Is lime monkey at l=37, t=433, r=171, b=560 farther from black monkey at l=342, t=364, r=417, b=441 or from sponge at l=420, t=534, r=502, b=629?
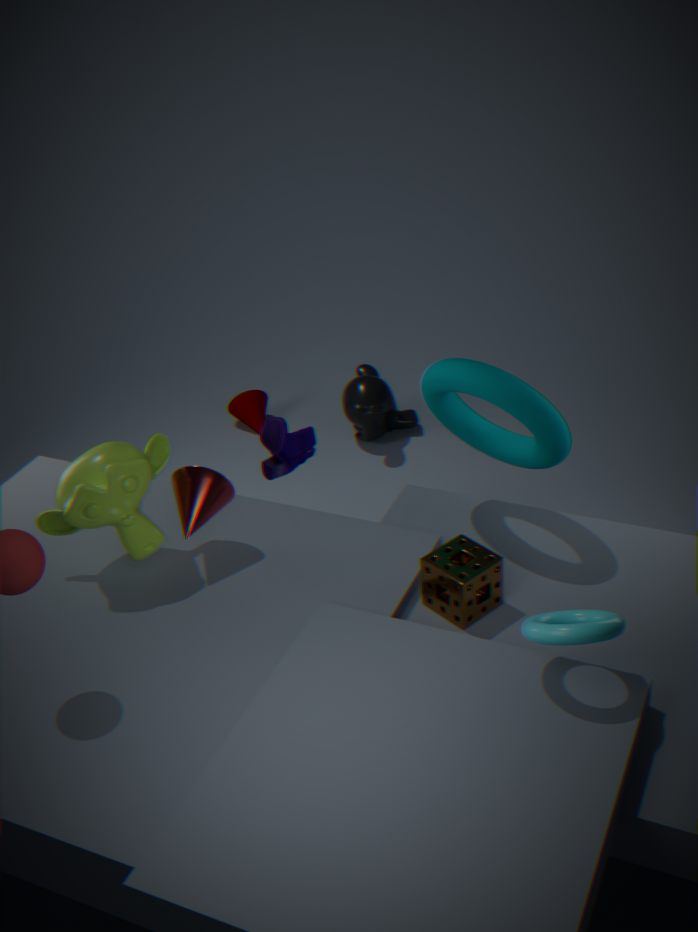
black monkey at l=342, t=364, r=417, b=441
